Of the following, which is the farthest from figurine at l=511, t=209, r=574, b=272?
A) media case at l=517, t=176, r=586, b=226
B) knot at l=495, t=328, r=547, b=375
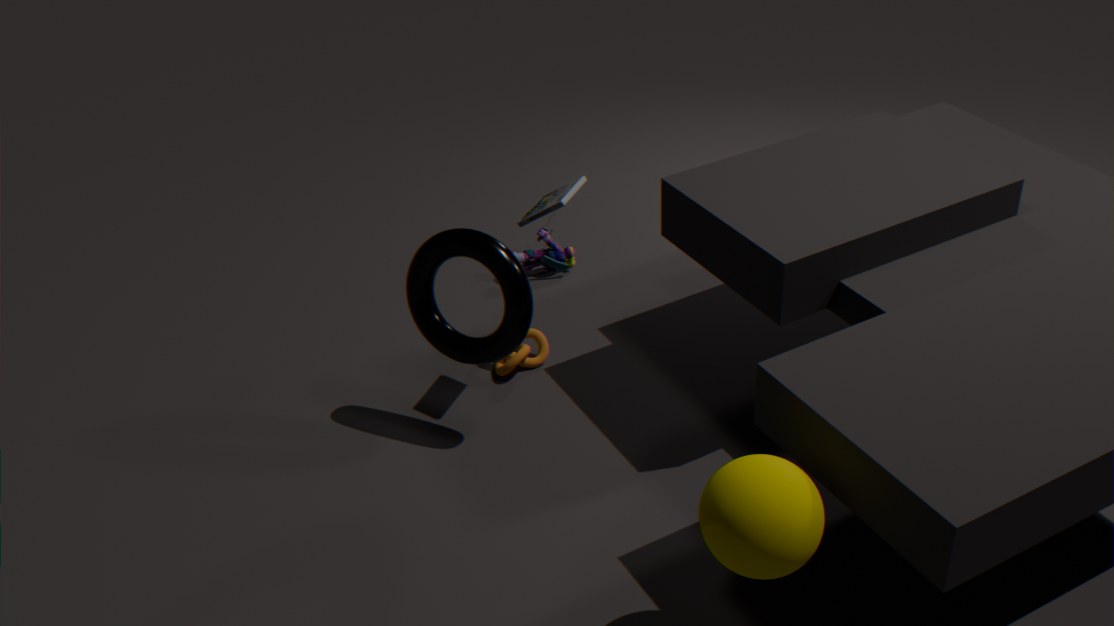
media case at l=517, t=176, r=586, b=226
